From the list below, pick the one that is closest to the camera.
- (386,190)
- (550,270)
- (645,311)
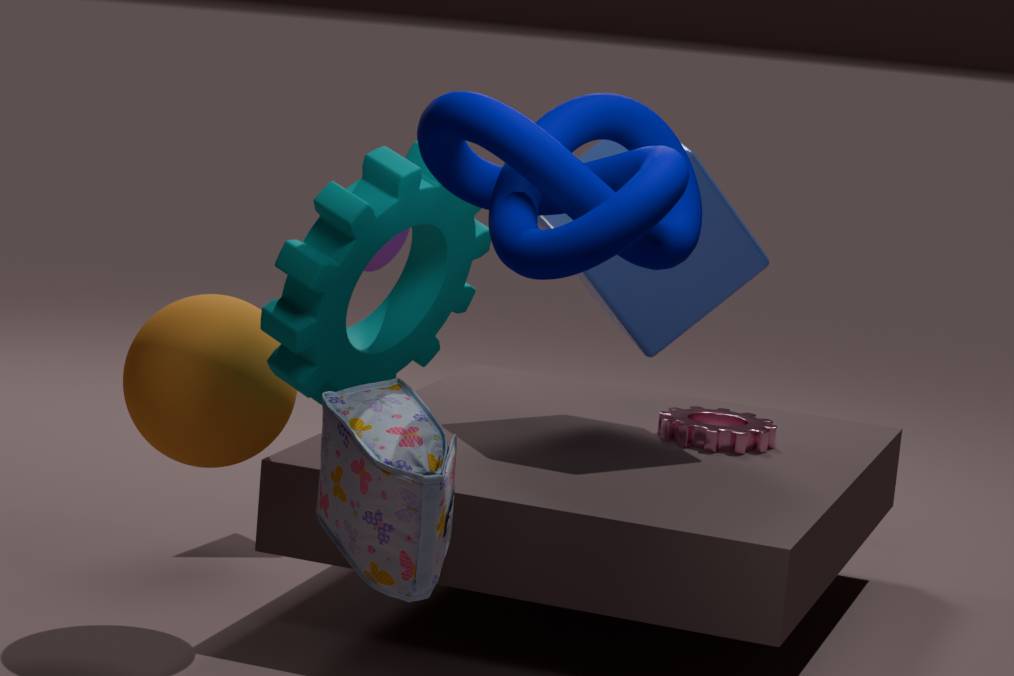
(550,270)
